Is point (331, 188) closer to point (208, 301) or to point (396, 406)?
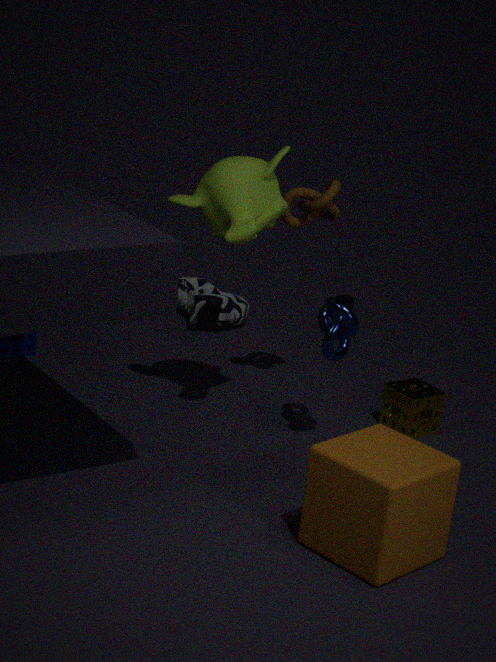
point (396, 406)
